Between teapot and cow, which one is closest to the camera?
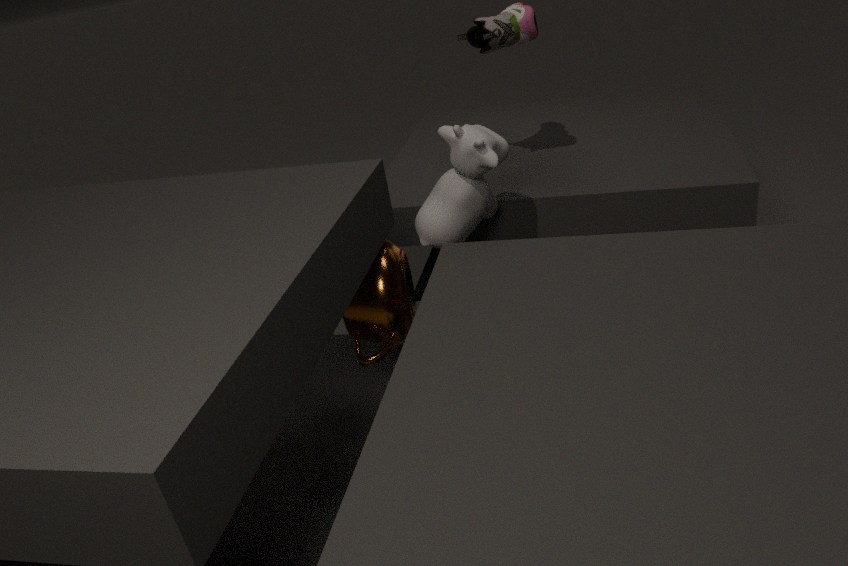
teapot
